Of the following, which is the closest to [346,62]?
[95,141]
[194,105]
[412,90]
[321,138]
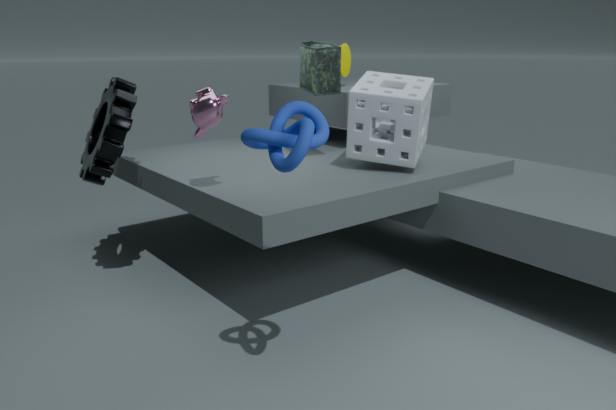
[412,90]
